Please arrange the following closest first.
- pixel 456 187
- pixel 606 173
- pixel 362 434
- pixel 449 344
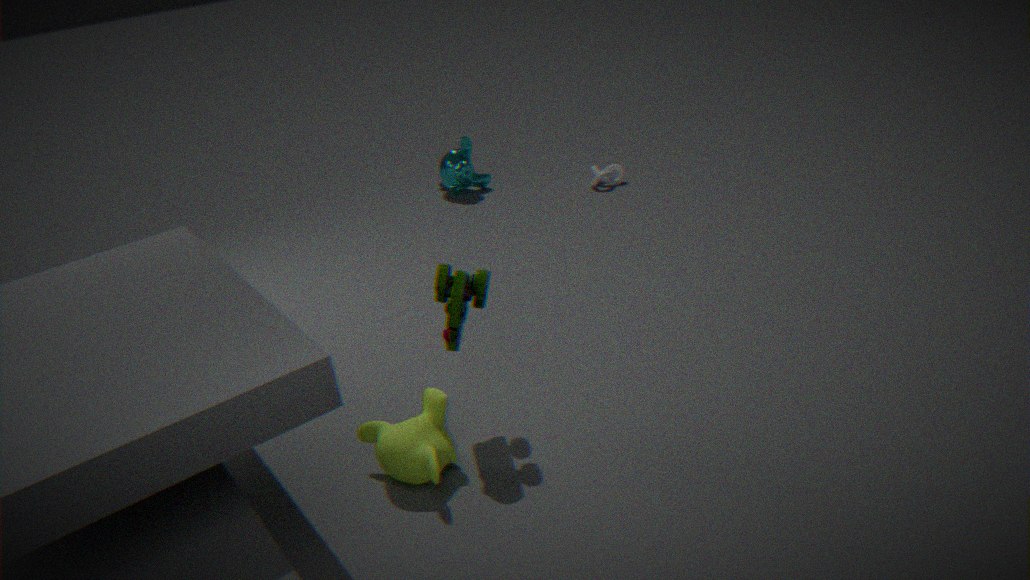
pixel 449 344 < pixel 362 434 < pixel 606 173 < pixel 456 187
